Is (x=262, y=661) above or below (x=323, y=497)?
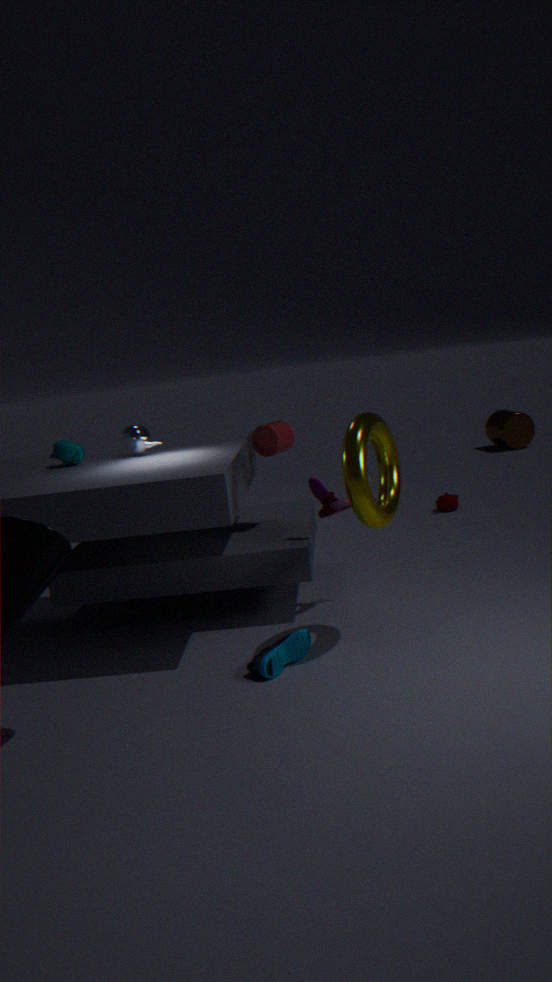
below
